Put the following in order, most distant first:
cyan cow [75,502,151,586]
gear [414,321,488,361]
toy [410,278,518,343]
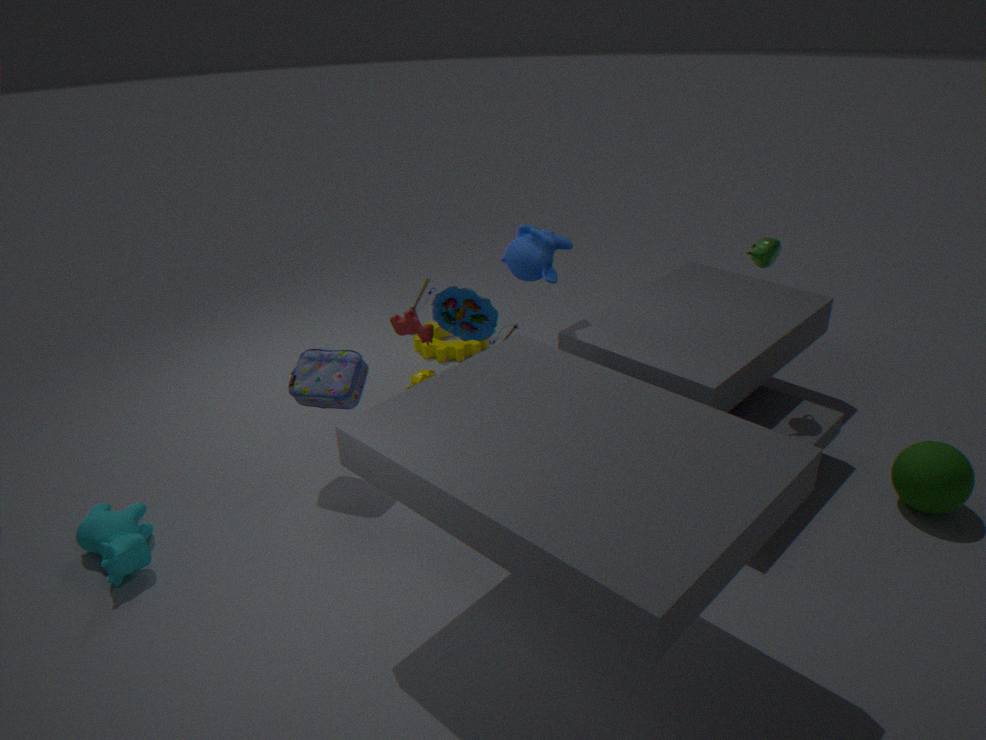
gear [414,321,488,361] < toy [410,278,518,343] < cyan cow [75,502,151,586]
